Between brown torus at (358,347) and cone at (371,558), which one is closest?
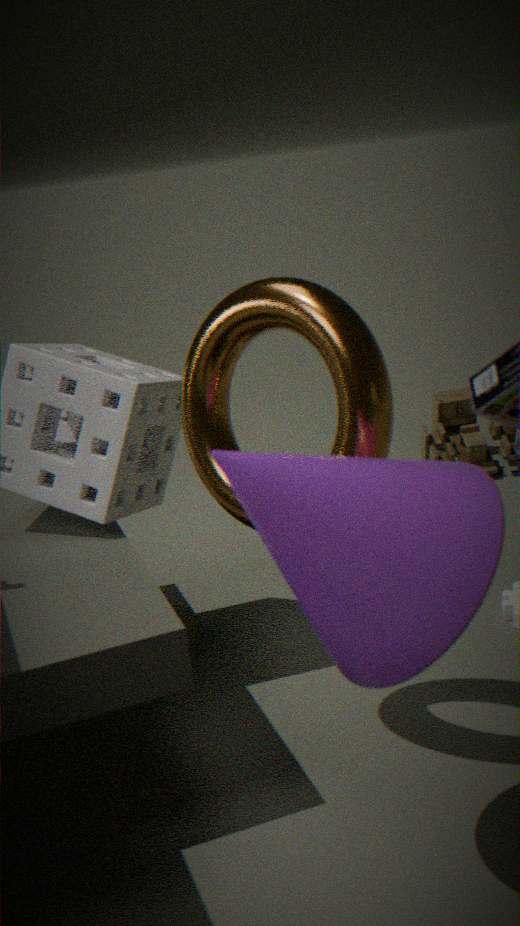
cone at (371,558)
